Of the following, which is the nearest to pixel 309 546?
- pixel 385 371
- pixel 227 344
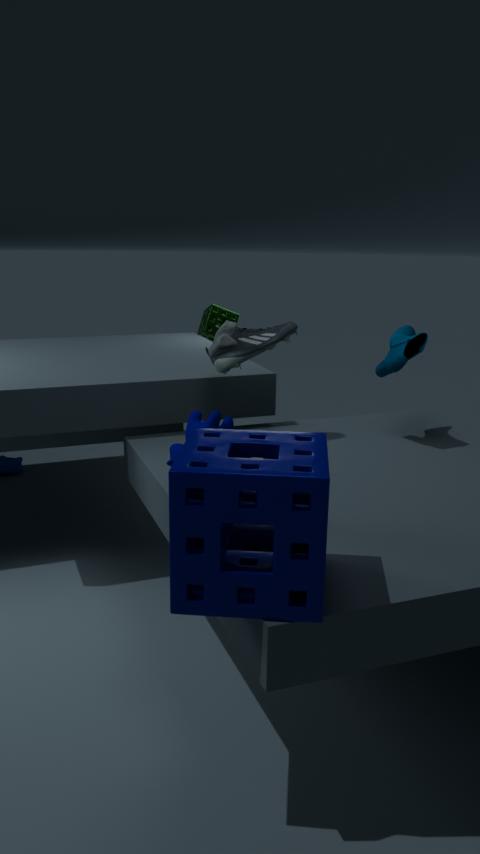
pixel 227 344
